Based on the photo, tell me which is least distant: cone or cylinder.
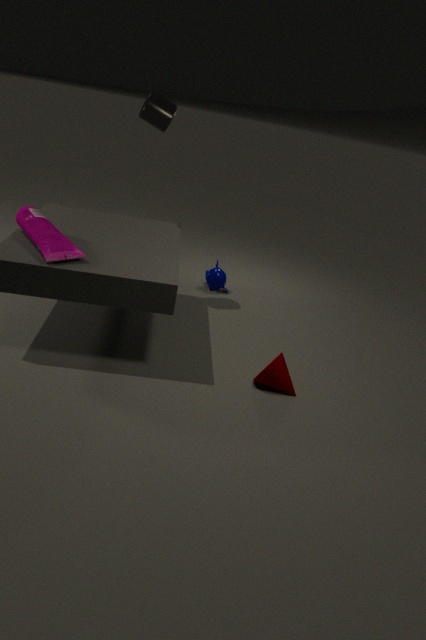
cone
